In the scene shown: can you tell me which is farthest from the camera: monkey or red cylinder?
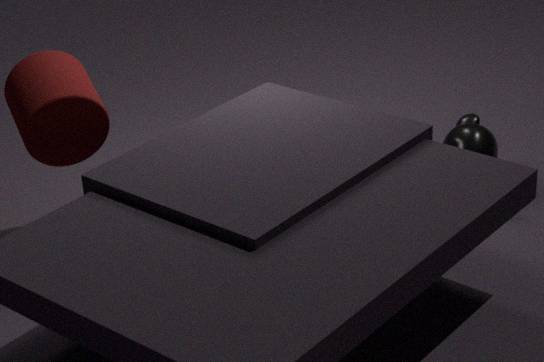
monkey
